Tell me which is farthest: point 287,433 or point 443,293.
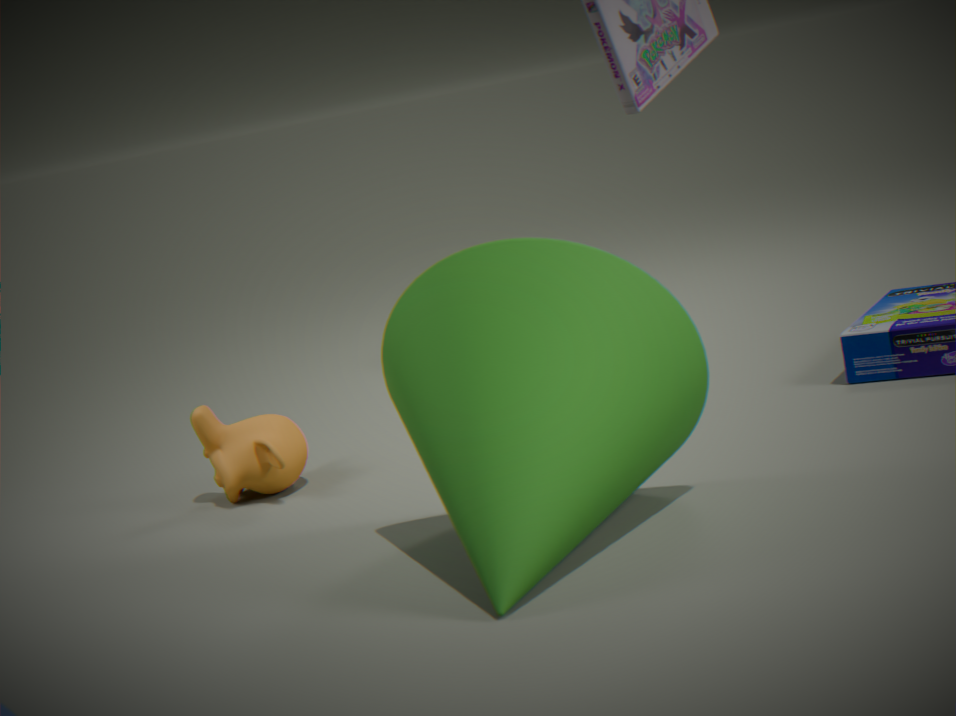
point 287,433
